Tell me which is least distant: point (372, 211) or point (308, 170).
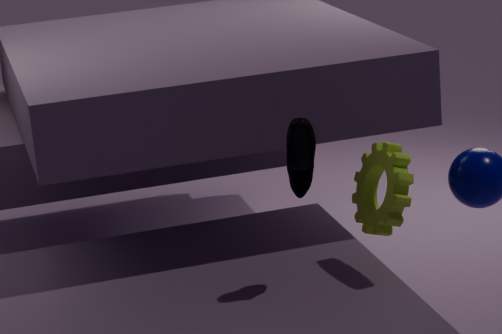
point (308, 170)
